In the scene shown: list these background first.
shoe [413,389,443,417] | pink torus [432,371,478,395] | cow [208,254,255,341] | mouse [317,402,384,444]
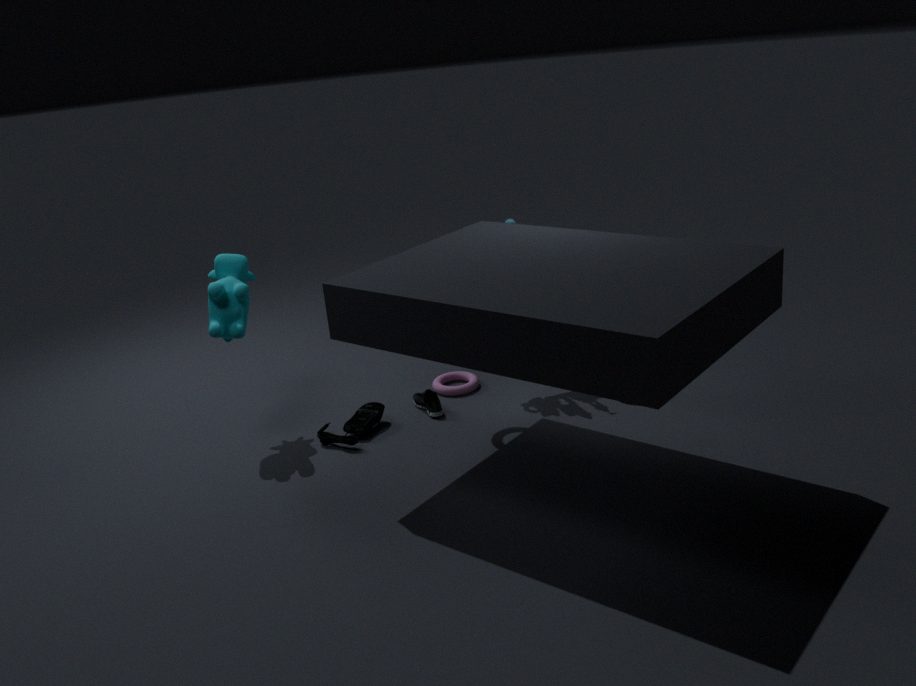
pink torus [432,371,478,395]
shoe [413,389,443,417]
mouse [317,402,384,444]
cow [208,254,255,341]
